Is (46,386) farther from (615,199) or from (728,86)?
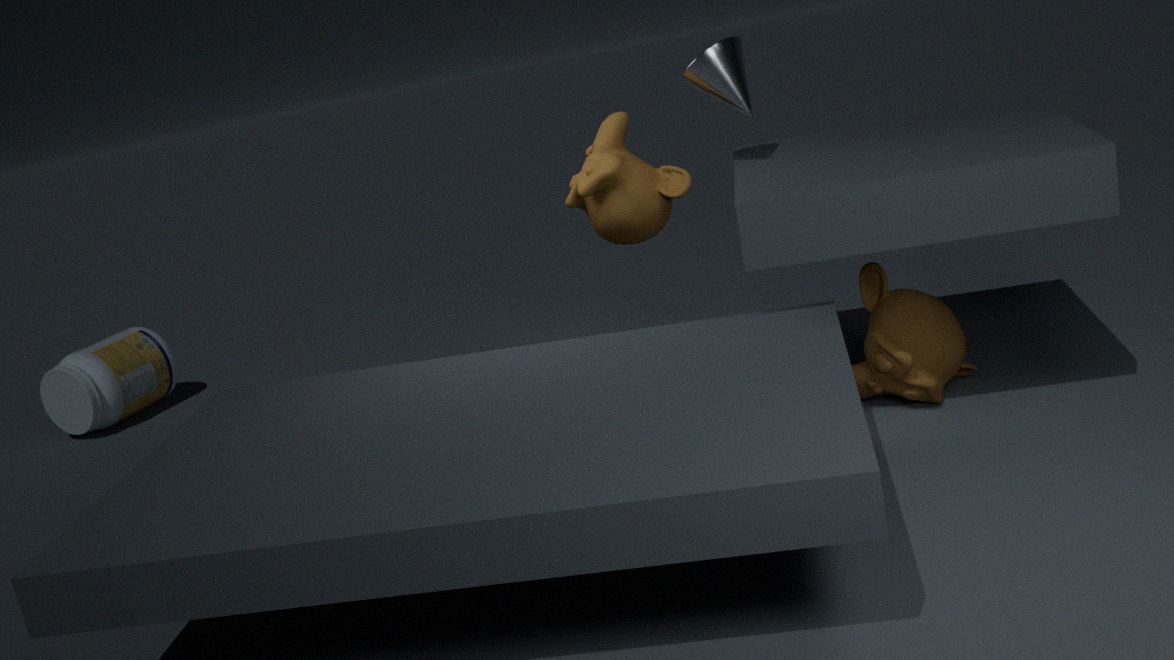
(728,86)
